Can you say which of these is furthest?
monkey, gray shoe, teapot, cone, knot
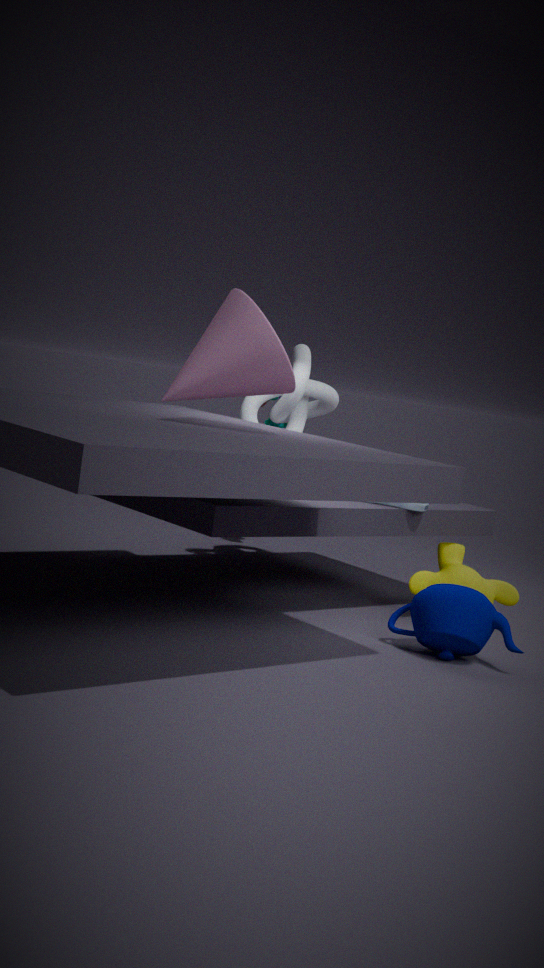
knot
